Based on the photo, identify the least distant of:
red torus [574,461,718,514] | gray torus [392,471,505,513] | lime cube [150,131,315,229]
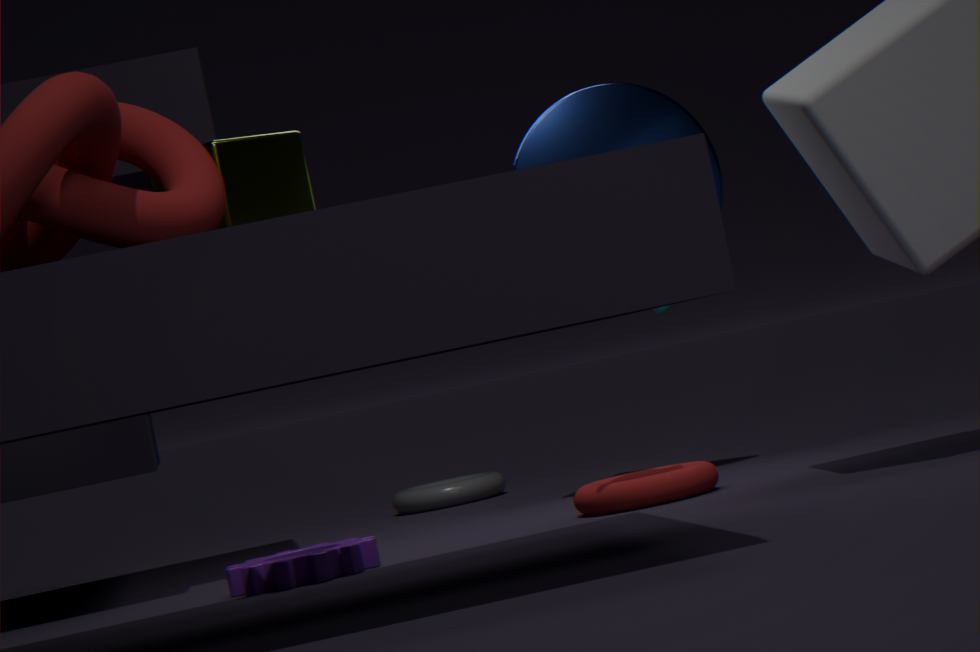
lime cube [150,131,315,229]
